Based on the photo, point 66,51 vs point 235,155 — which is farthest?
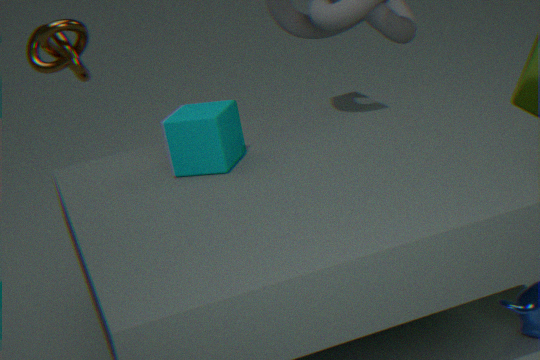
point 66,51
